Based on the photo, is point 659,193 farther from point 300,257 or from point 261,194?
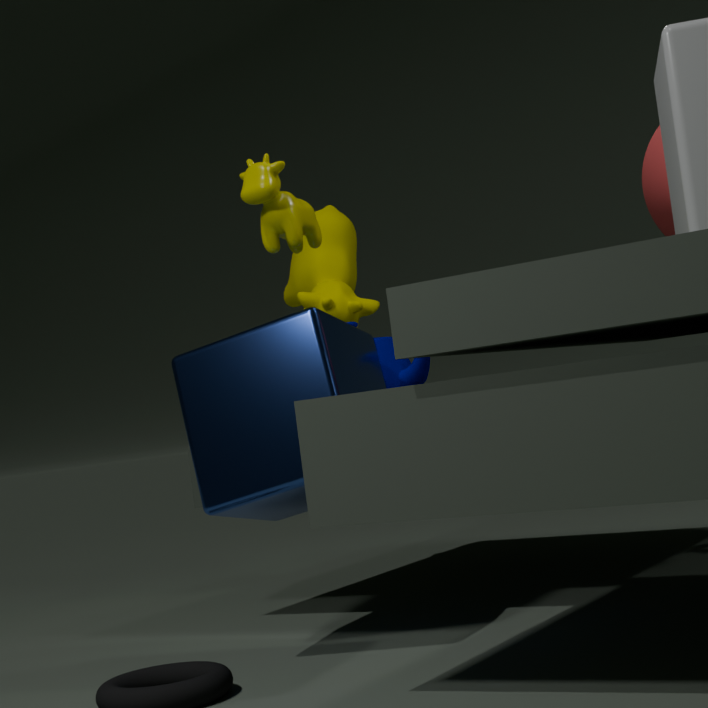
point 300,257
